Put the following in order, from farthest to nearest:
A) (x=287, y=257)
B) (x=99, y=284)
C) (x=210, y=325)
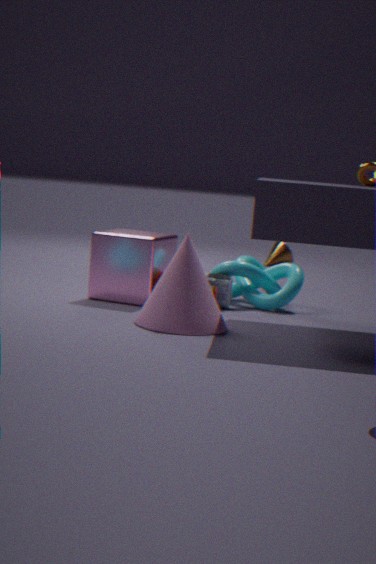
(x=287, y=257) → (x=99, y=284) → (x=210, y=325)
